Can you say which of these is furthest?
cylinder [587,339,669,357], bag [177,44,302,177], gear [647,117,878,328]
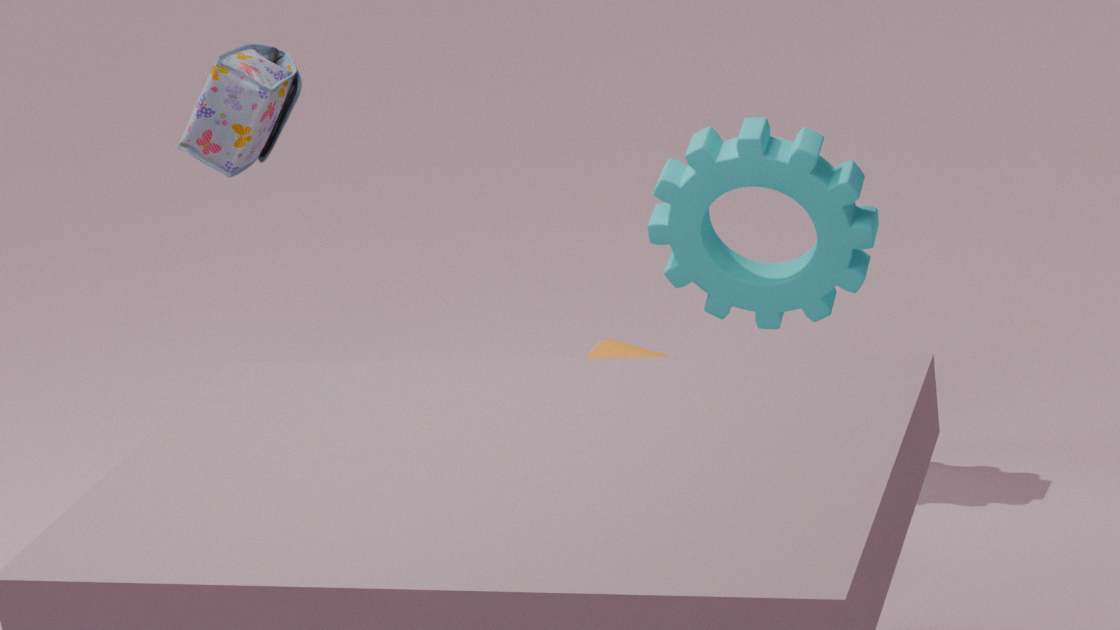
gear [647,117,878,328]
